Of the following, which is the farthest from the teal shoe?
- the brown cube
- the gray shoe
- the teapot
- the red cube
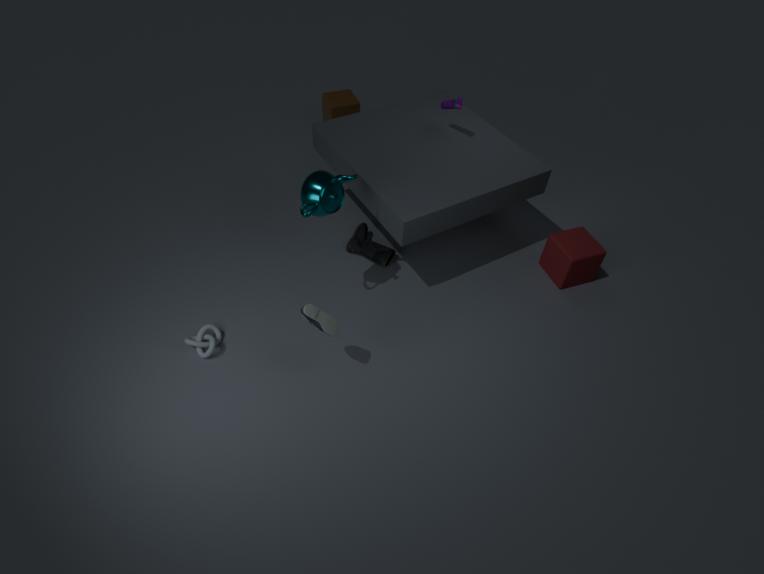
the brown cube
